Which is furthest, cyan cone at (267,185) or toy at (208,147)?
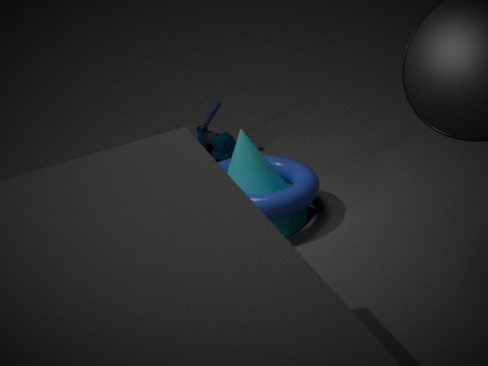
toy at (208,147)
